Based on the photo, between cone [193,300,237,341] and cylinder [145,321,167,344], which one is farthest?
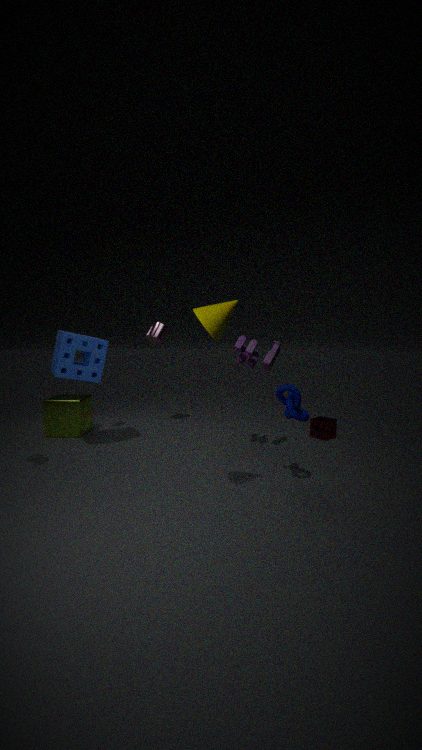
cylinder [145,321,167,344]
